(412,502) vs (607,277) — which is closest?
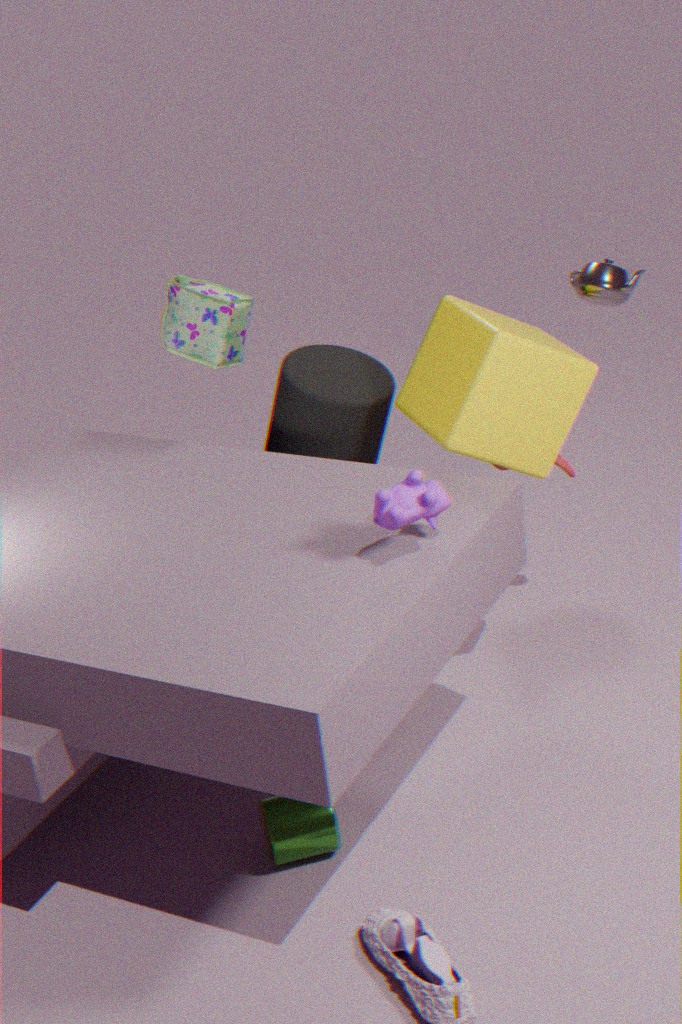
(412,502)
